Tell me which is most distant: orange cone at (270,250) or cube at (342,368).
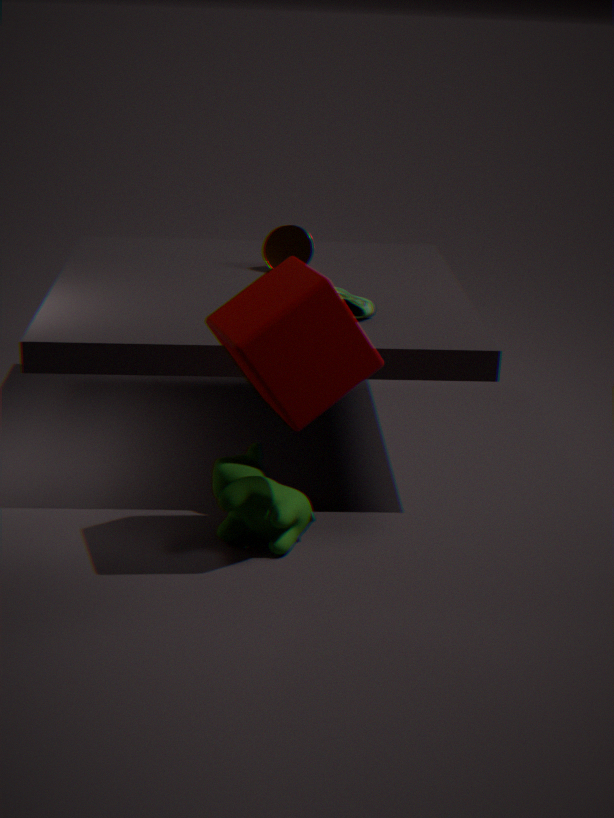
orange cone at (270,250)
